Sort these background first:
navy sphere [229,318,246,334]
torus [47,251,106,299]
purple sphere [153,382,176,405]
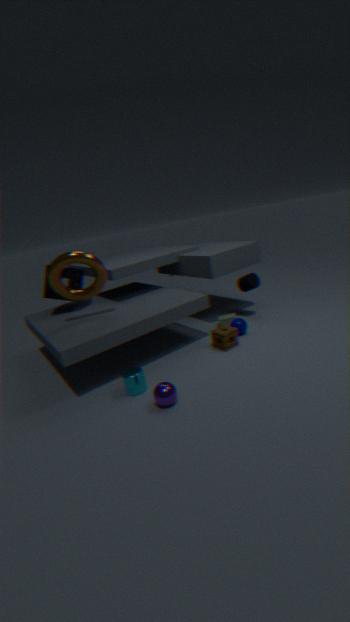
navy sphere [229,318,246,334] → torus [47,251,106,299] → purple sphere [153,382,176,405]
